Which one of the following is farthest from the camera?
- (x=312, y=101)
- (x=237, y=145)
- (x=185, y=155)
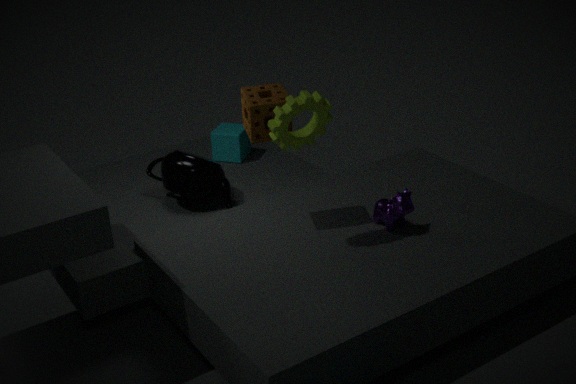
(x=237, y=145)
